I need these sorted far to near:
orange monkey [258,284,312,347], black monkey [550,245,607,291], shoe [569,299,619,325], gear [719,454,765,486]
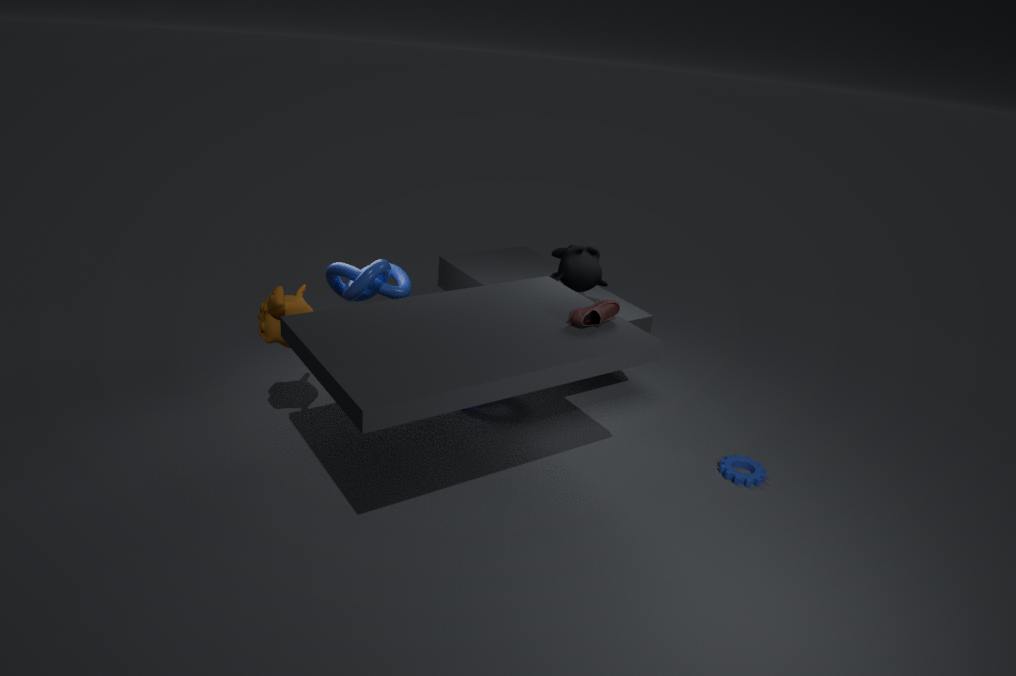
black monkey [550,245,607,291]
gear [719,454,765,486]
shoe [569,299,619,325]
orange monkey [258,284,312,347]
